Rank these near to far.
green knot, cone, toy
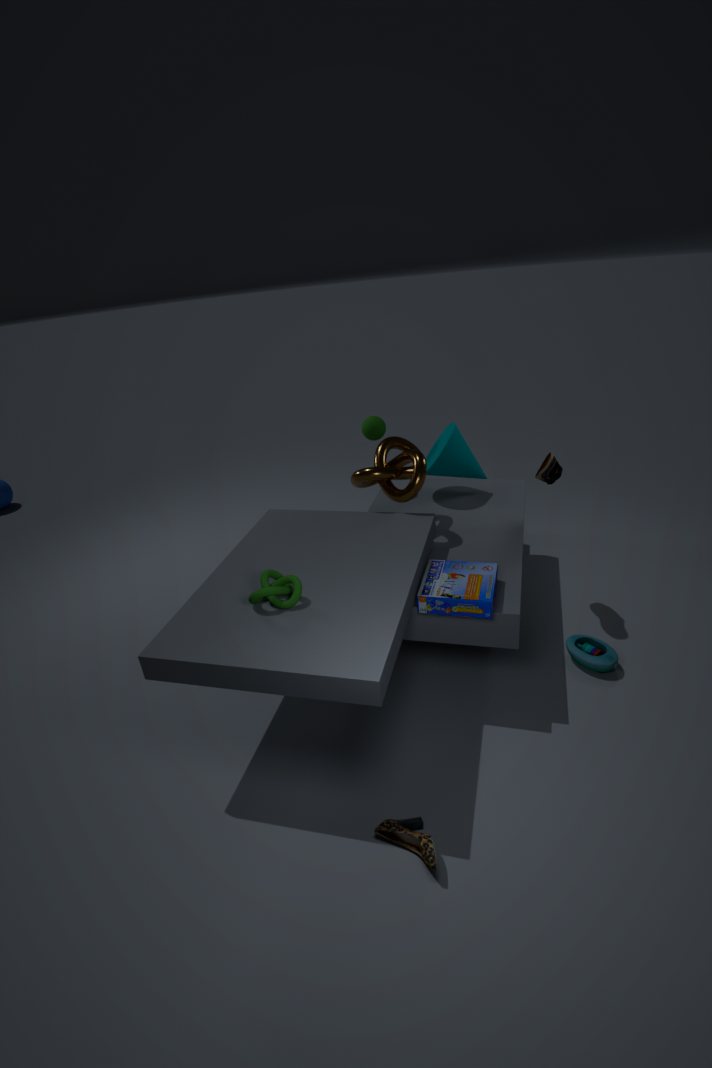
green knot, toy, cone
